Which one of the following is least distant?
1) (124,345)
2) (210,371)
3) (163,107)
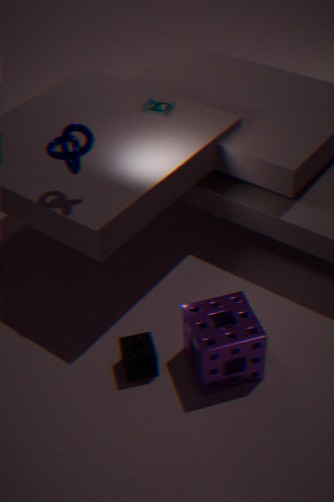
2. (210,371)
